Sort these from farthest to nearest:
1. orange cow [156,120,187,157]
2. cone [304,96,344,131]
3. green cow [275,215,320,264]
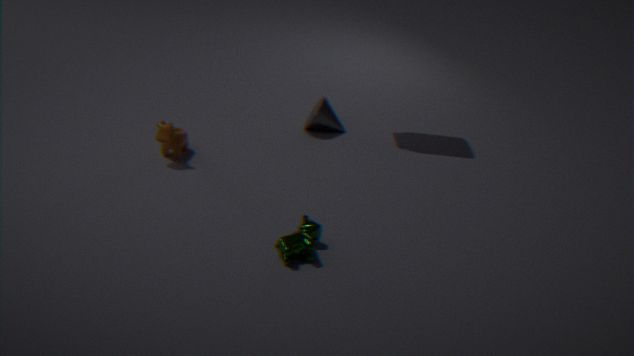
cone [304,96,344,131]
orange cow [156,120,187,157]
green cow [275,215,320,264]
